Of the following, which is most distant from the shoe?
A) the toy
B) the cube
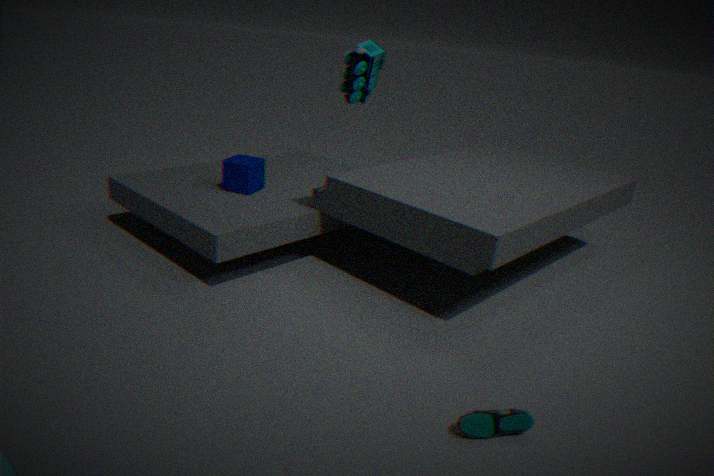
the cube
